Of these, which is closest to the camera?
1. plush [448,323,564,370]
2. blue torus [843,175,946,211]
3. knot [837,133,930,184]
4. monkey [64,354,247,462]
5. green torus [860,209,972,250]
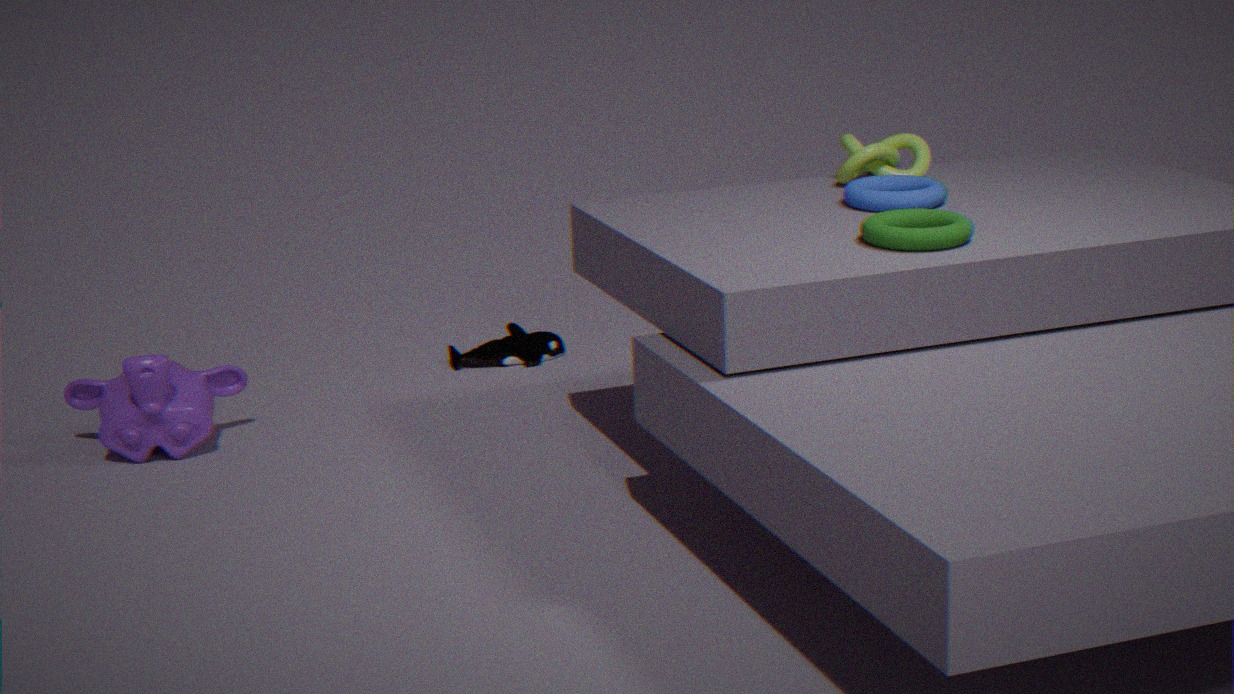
green torus [860,209,972,250]
